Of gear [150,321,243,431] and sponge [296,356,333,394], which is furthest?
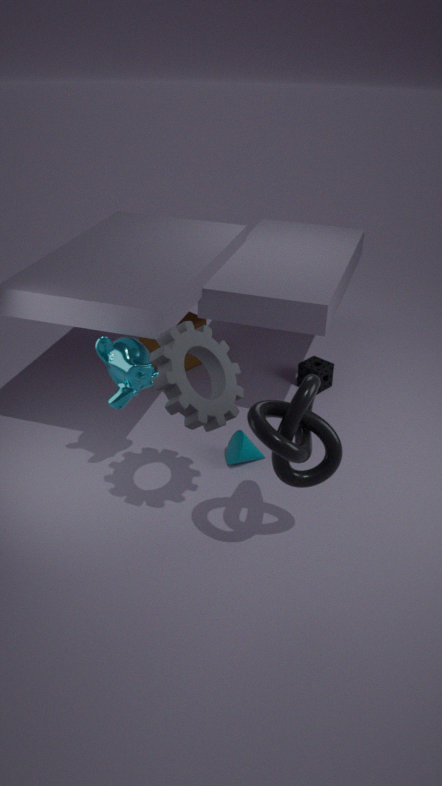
sponge [296,356,333,394]
